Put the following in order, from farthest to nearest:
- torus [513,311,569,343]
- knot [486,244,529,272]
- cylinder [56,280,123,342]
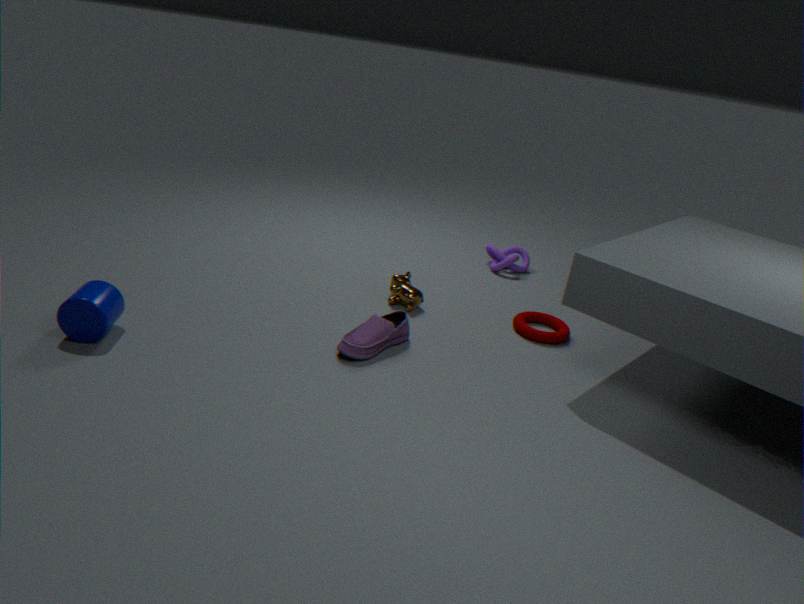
knot [486,244,529,272], torus [513,311,569,343], cylinder [56,280,123,342]
